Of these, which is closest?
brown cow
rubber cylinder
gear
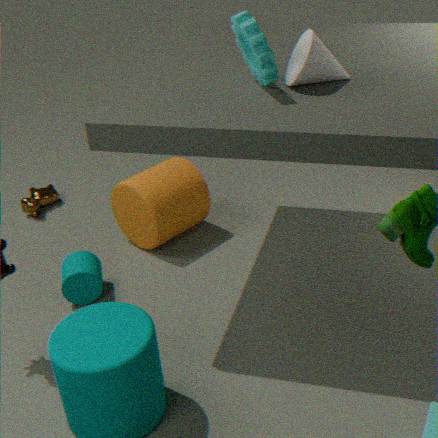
gear
